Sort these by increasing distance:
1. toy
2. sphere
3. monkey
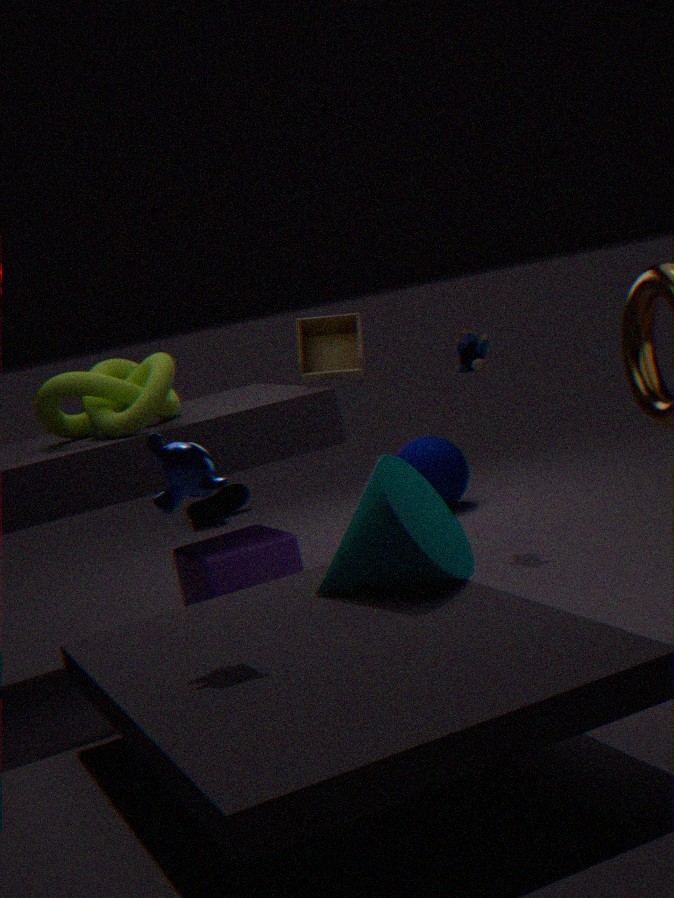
1. monkey
2. toy
3. sphere
